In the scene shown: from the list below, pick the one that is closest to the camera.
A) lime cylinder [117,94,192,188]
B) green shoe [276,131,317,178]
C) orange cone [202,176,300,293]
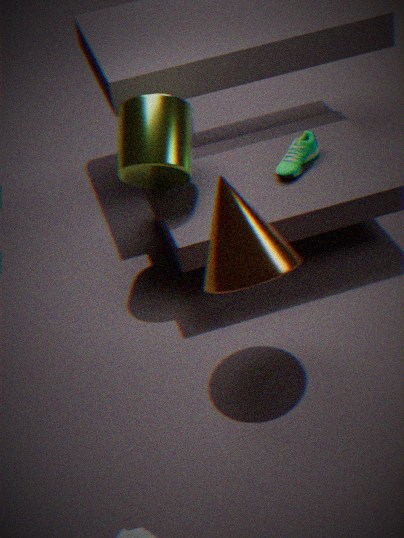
orange cone [202,176,300,293]
